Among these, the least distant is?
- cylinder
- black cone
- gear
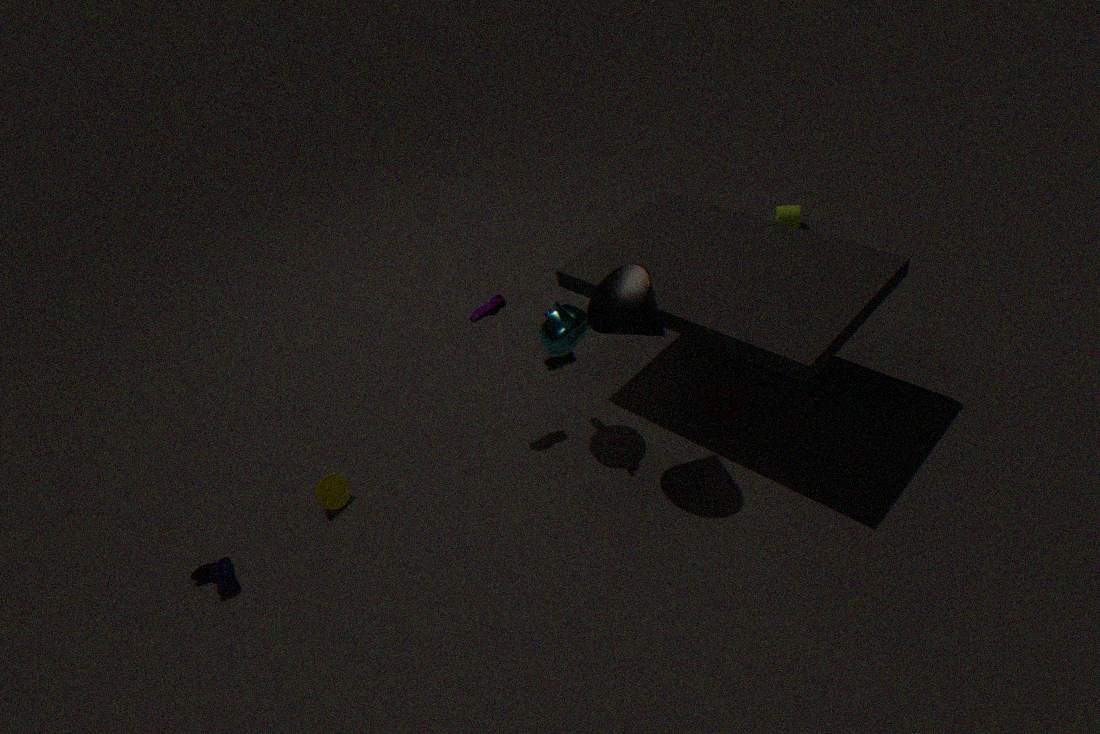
black cone
